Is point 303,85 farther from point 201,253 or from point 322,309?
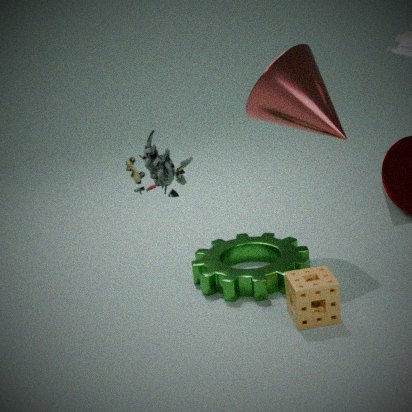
point 322,309
